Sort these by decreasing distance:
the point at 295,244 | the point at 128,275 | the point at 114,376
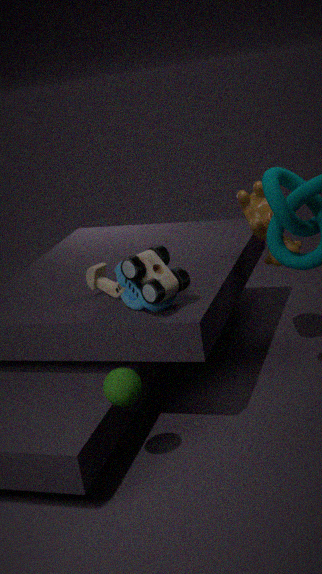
the point at 295,244
the point at 128,275
the point at 114,376
